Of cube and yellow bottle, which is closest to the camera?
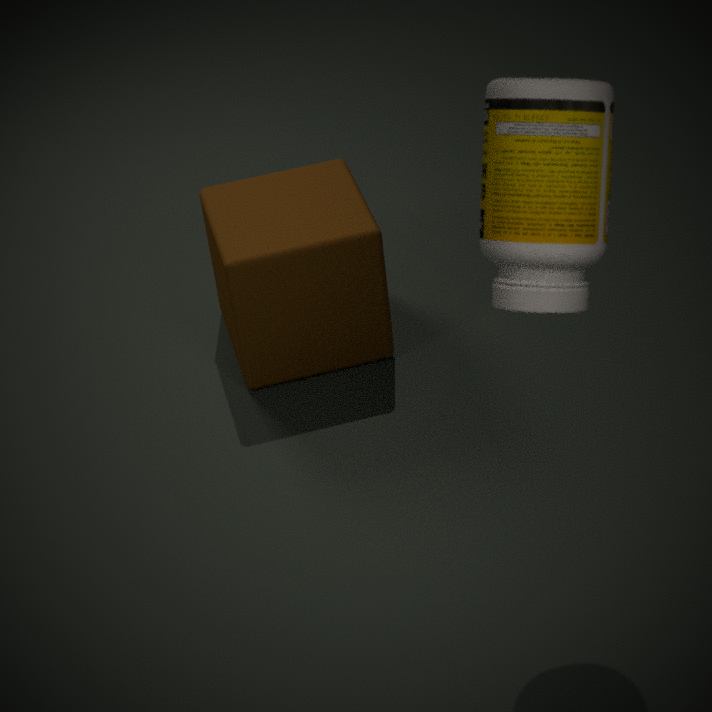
yellow bottle
